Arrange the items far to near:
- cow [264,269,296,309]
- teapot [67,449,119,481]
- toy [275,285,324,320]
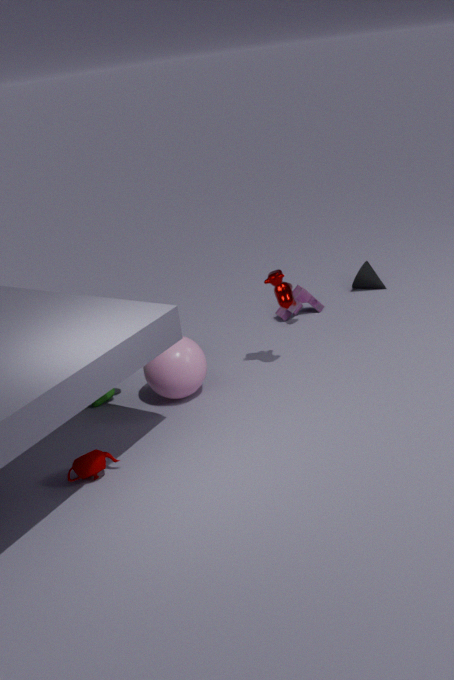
toy [275,285,324,320]
cow [264,269,296,309]
teapot [67,449,119,481]
